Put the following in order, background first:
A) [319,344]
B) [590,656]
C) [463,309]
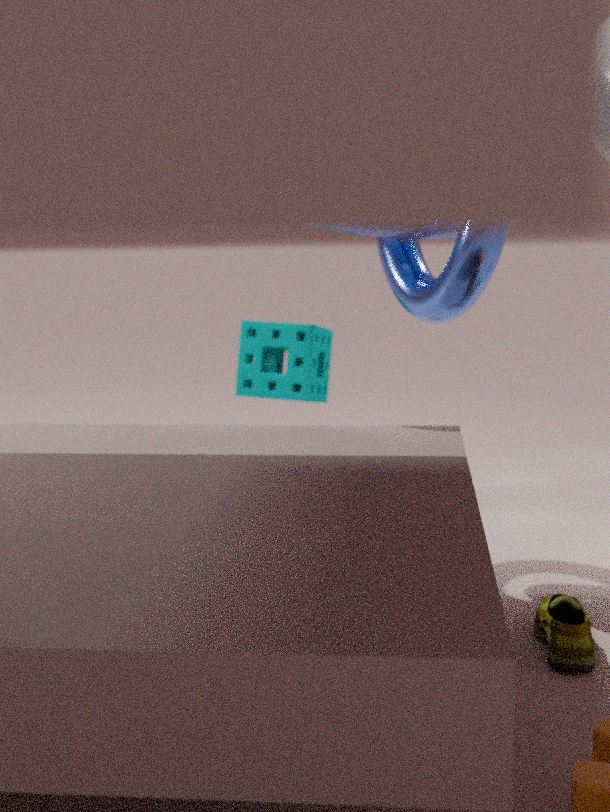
[319,344]
[463,309]
[590,656]
